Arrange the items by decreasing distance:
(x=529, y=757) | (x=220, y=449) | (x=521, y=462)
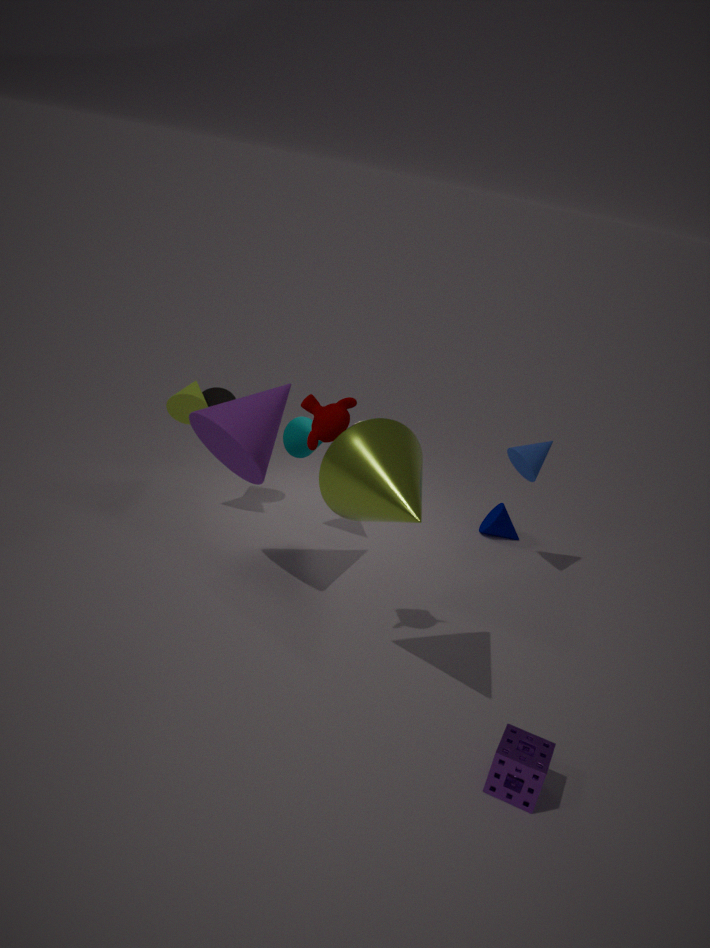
(x=521, y=462) < (x=220, y=449) < (x=529, y=757)
